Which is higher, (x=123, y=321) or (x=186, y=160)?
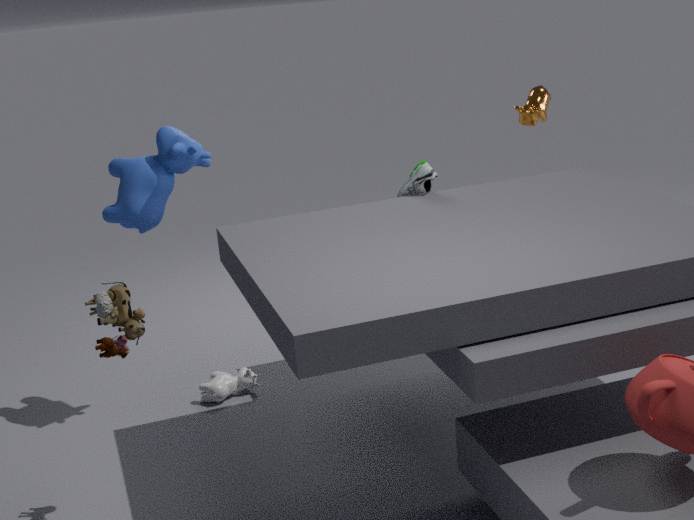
(x=186, y=160)
